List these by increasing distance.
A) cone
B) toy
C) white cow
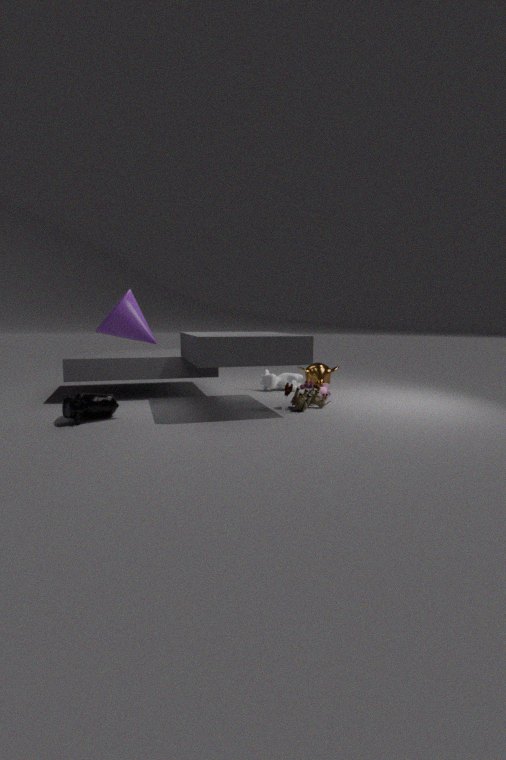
cone, toy, white cow
